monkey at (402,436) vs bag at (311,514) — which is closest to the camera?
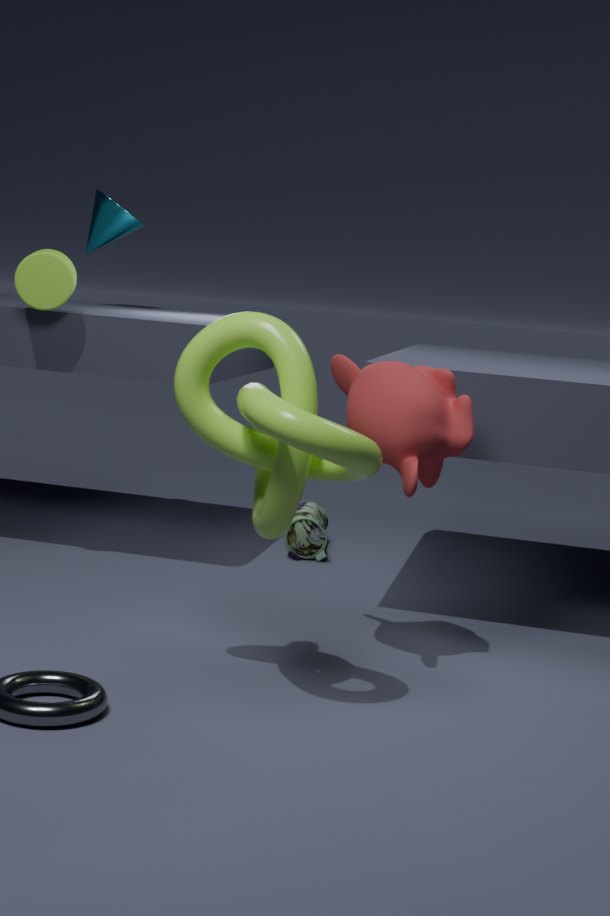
monkey at (402,436)
